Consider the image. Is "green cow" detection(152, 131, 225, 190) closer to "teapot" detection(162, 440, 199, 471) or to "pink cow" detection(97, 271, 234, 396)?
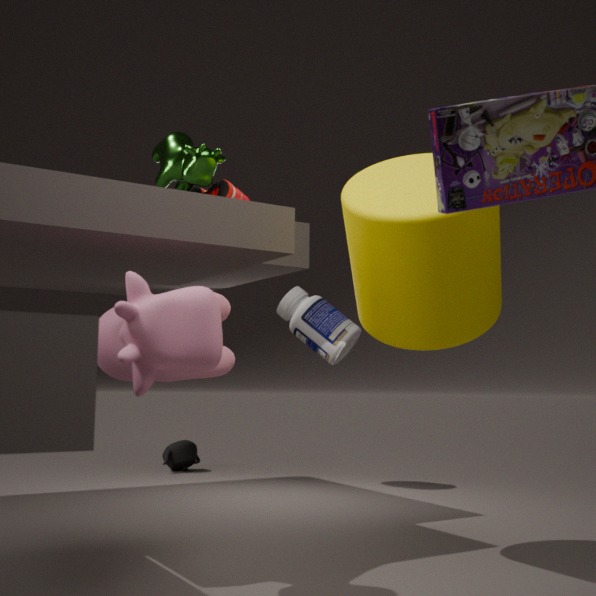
"pink cow" detection(97, 271, 234, 396)
